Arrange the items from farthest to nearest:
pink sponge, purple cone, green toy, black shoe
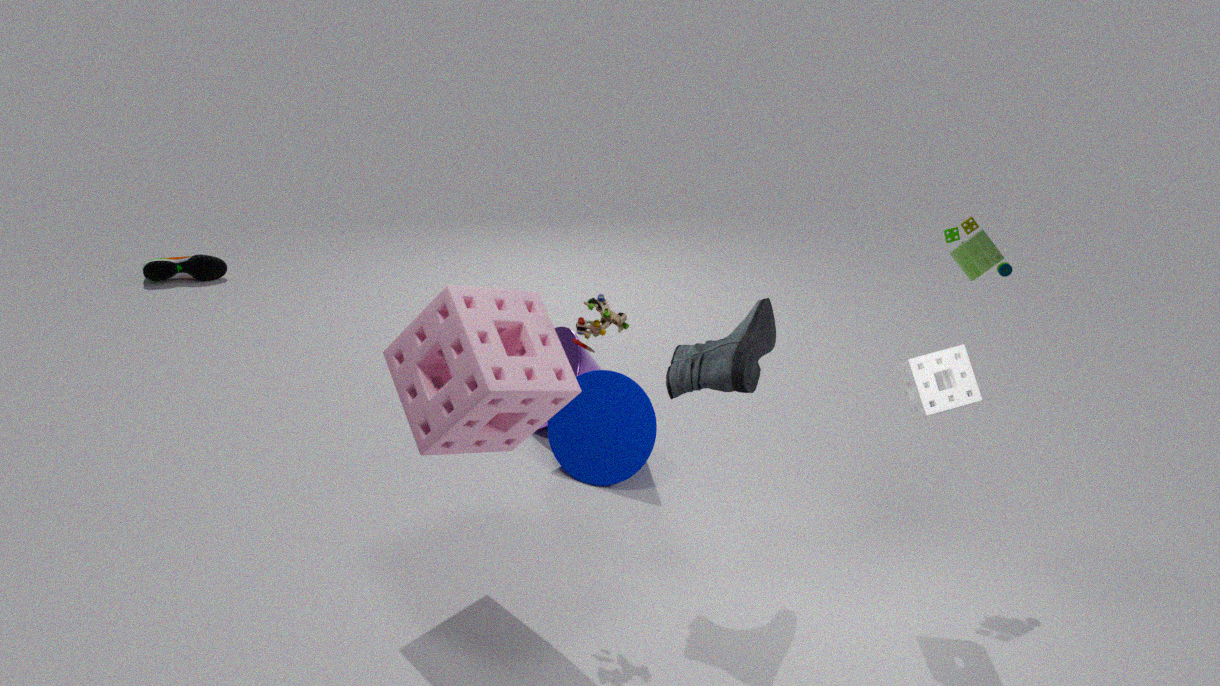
black shoe
purple cone
green toy
pink sponge
